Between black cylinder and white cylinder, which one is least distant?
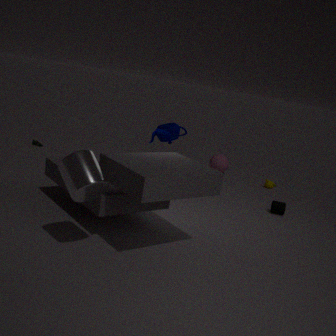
white cylinder
